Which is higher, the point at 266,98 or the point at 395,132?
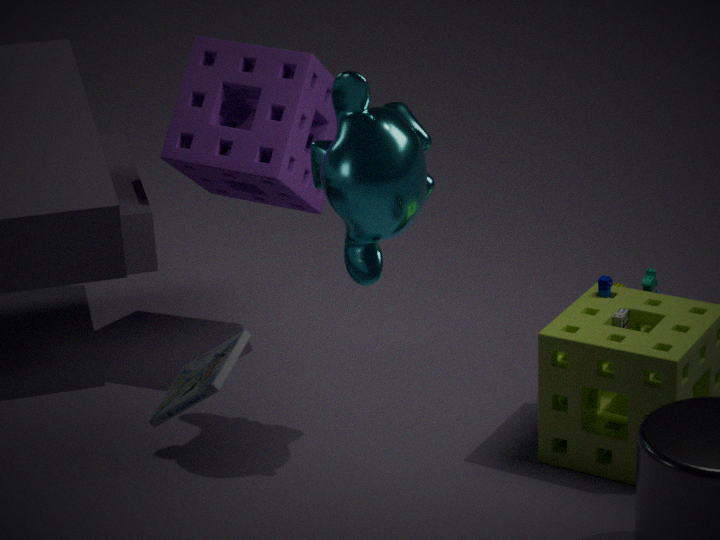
the point at 395,132
